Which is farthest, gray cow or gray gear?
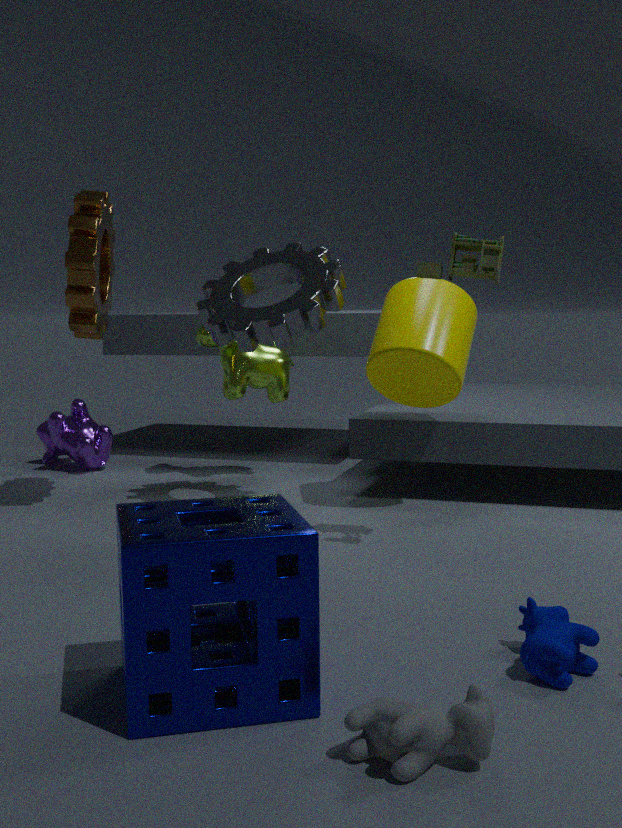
gray gear
